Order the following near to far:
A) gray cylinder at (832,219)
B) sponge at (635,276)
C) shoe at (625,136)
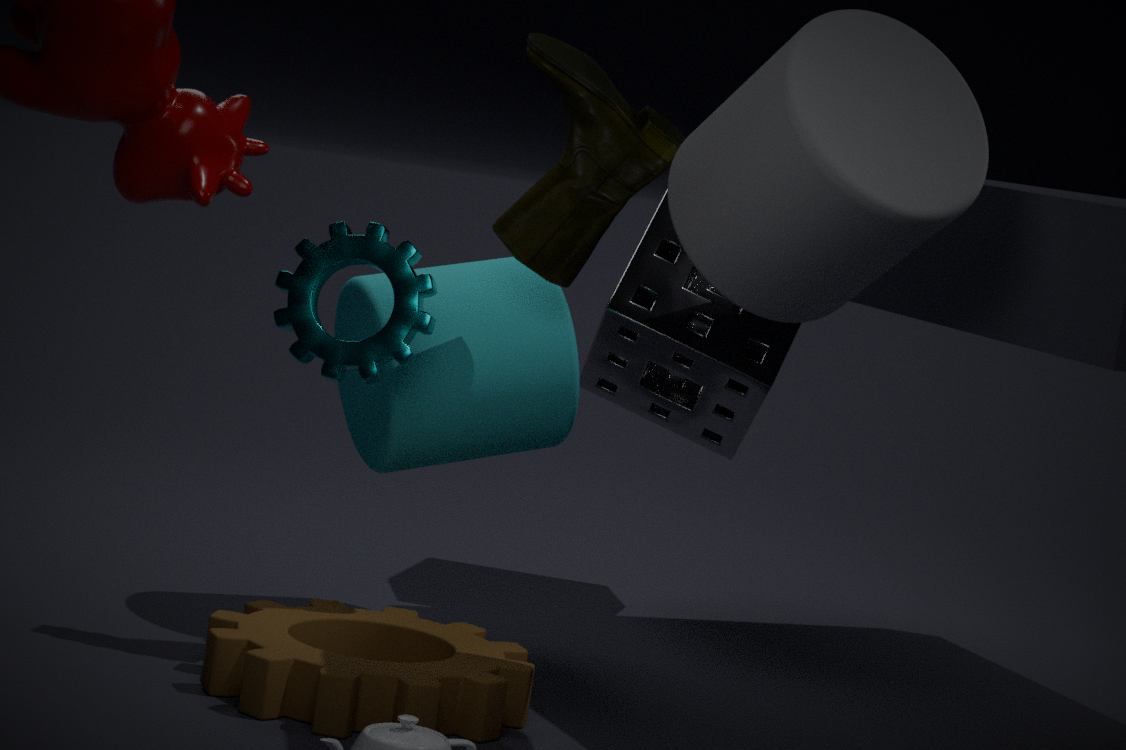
gray cylinder at (832,219), shoe at (625,136), sponge at (635,276)
